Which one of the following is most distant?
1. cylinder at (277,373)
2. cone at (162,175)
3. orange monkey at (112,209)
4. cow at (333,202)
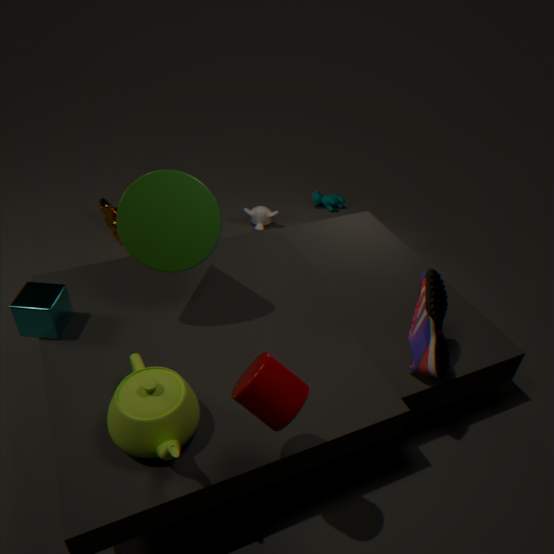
cow at (333,202)
